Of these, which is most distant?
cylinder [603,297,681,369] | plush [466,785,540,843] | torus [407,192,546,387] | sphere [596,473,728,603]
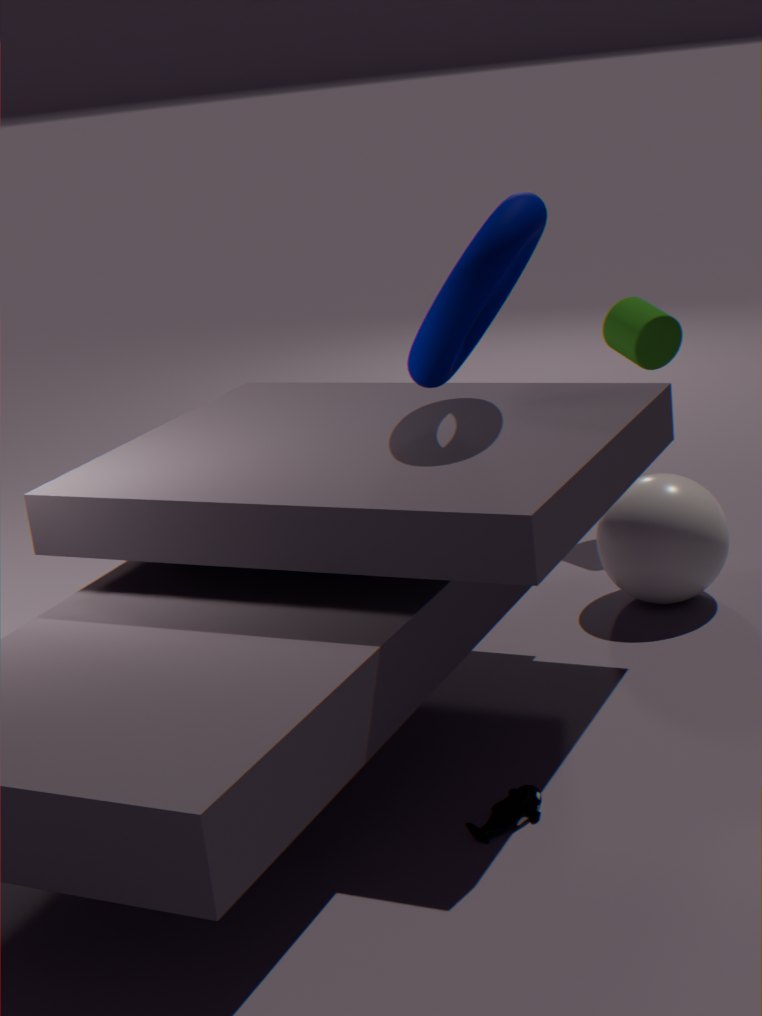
cylinder [603,297,681,369]
